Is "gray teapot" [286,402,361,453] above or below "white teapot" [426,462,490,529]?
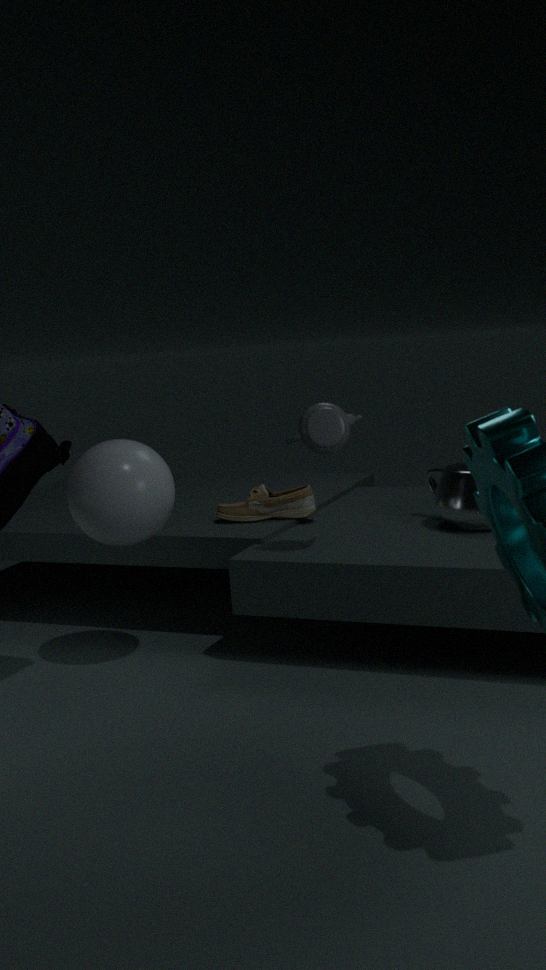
above
